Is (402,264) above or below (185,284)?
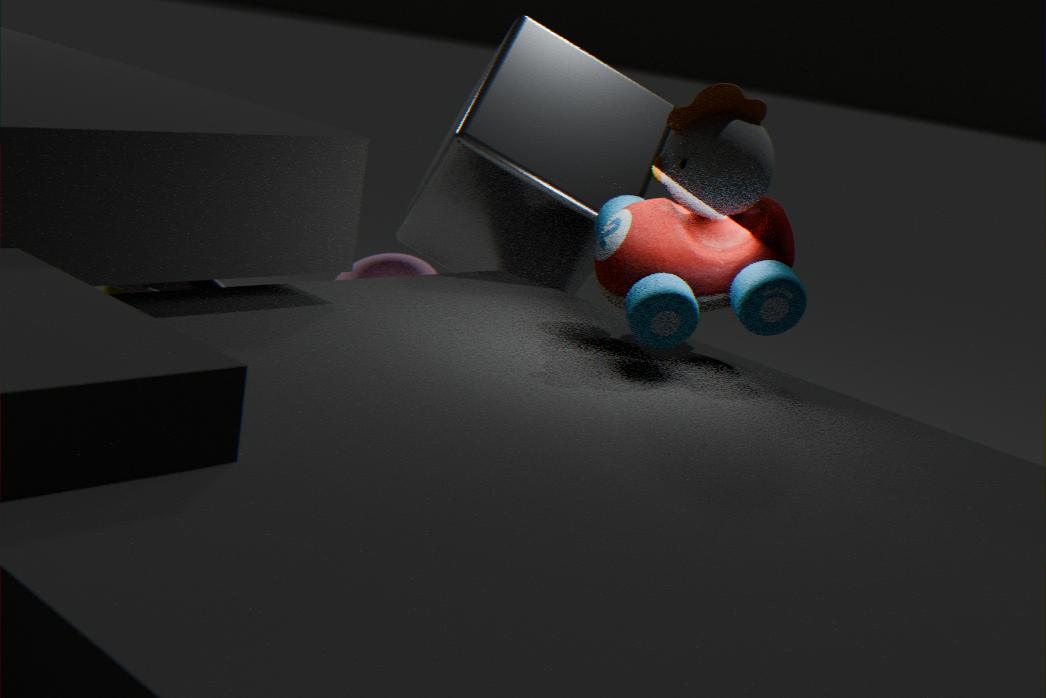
below
